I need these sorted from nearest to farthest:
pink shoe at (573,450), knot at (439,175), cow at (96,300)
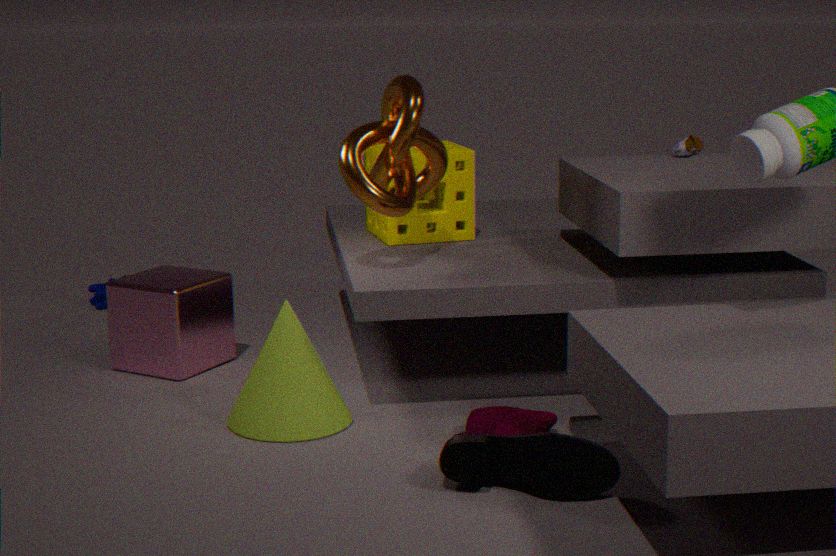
pink shoe at (573,450), knot at (439,175), cow at (96,300)
